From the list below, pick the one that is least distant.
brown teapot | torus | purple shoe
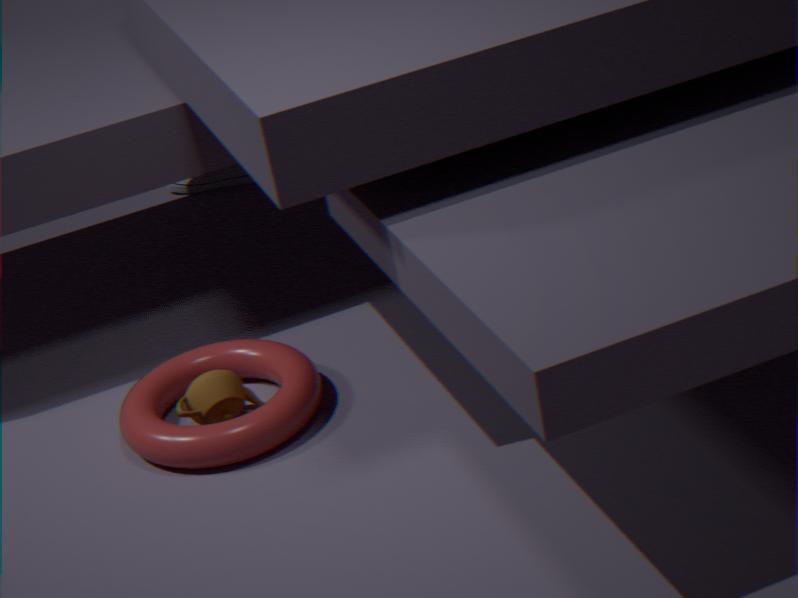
torus
